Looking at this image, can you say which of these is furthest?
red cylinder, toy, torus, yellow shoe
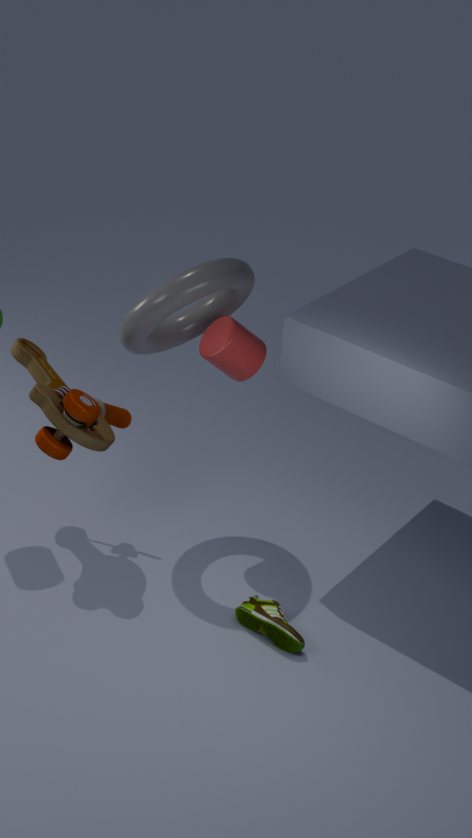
red cylinder
